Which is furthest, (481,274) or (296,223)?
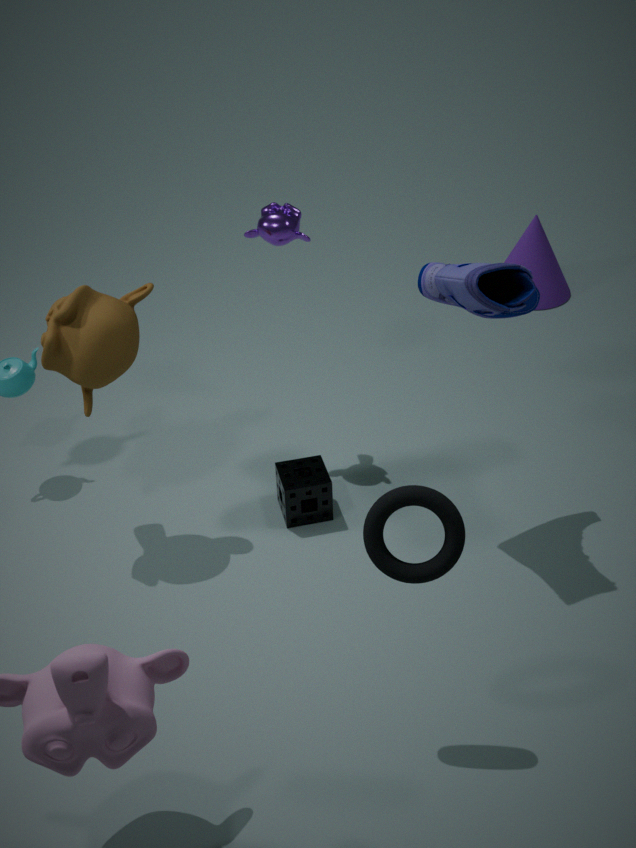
(296,223)
